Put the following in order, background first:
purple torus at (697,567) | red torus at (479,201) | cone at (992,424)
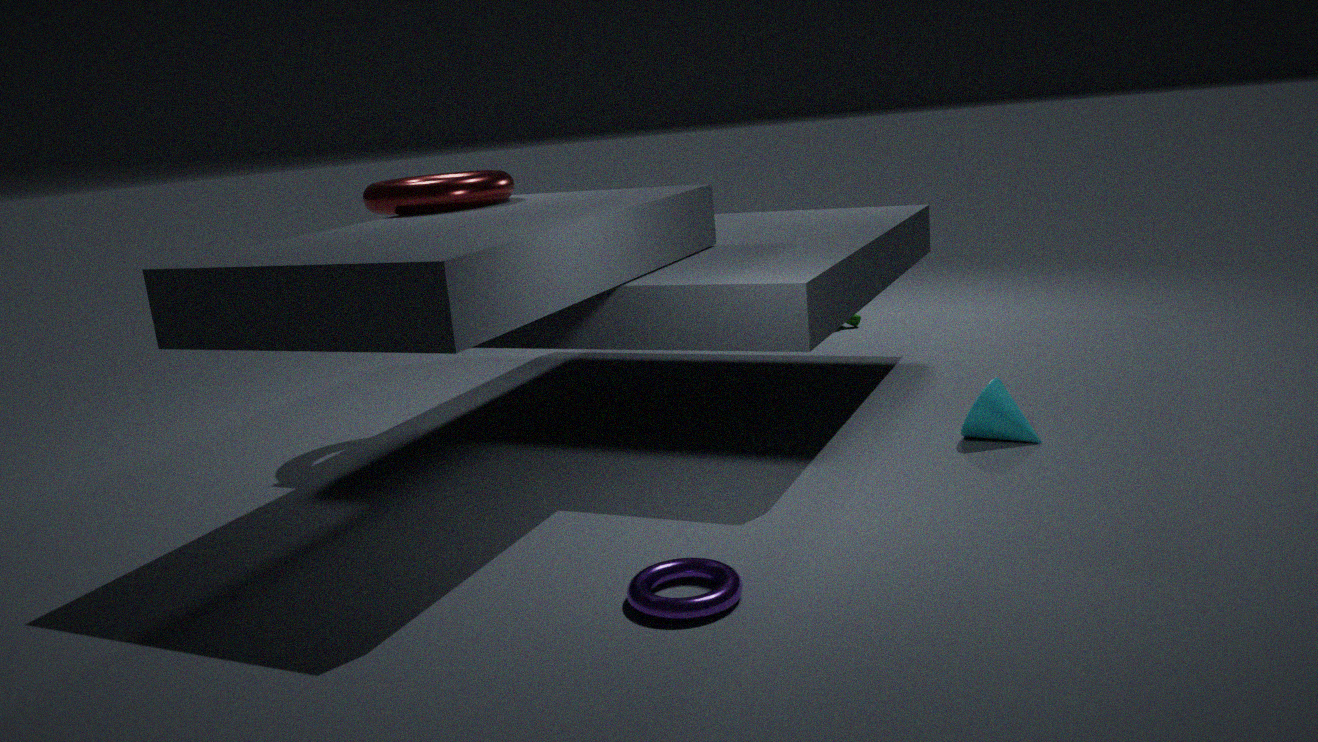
red torus at (479,201)
cone at (992,424)
purple torus at (697,567)
